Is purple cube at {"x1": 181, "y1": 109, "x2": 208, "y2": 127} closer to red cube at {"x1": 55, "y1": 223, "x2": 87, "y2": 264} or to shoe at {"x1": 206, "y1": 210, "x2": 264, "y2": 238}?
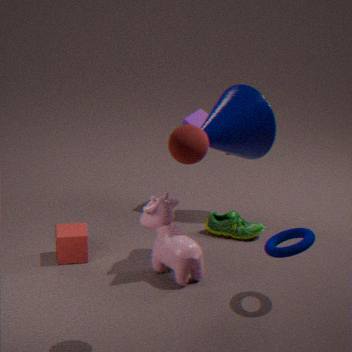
shoe at {"x1": 206, "y1": 210, "x2": 264, "y2": 238}
